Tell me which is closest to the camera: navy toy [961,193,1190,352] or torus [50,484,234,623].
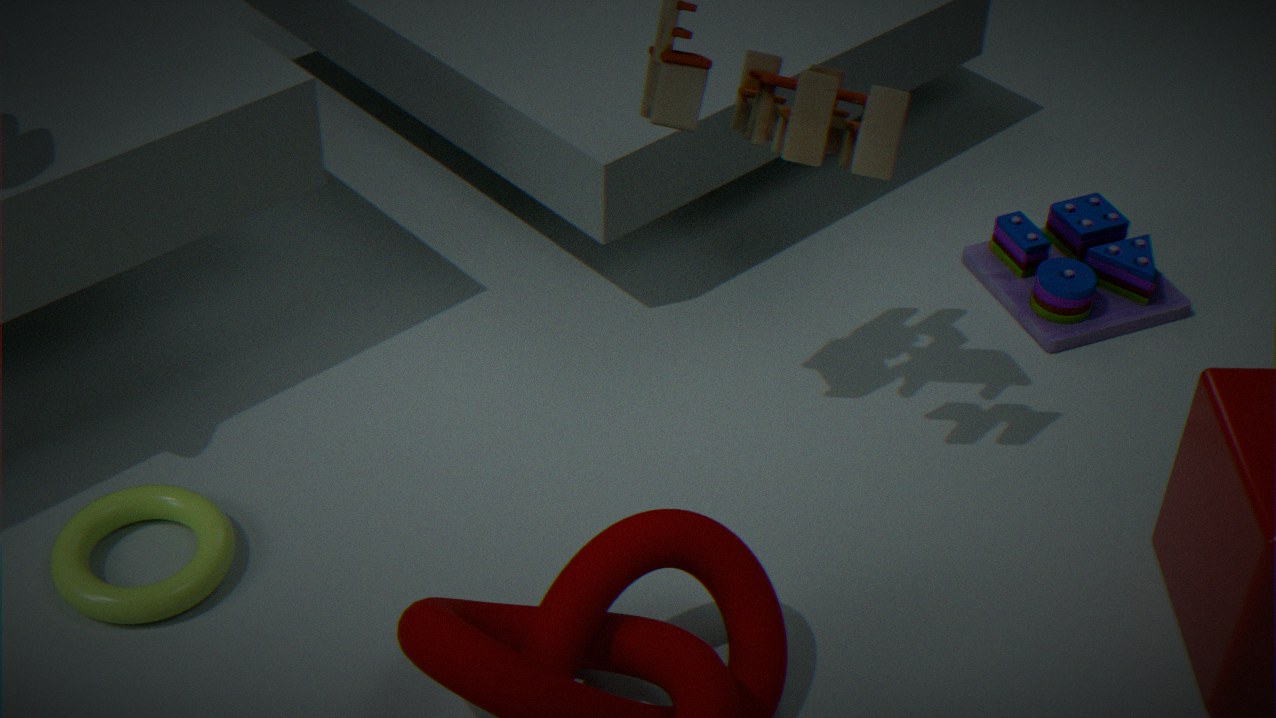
torus [50,484,234,623]
